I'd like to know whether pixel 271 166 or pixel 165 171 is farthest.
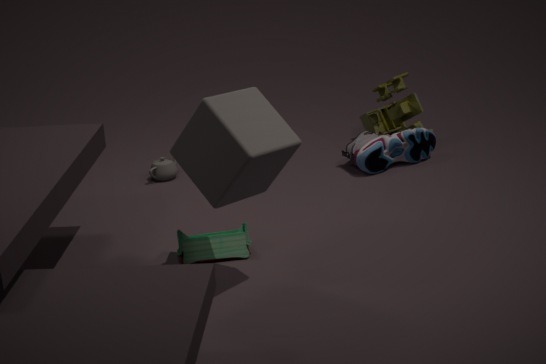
pixel 165 171
